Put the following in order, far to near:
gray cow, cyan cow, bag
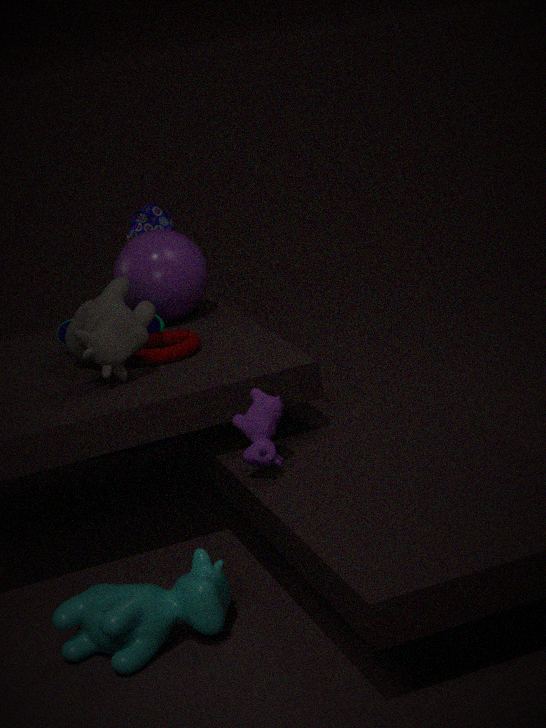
bag, gray cow, cyan cow
